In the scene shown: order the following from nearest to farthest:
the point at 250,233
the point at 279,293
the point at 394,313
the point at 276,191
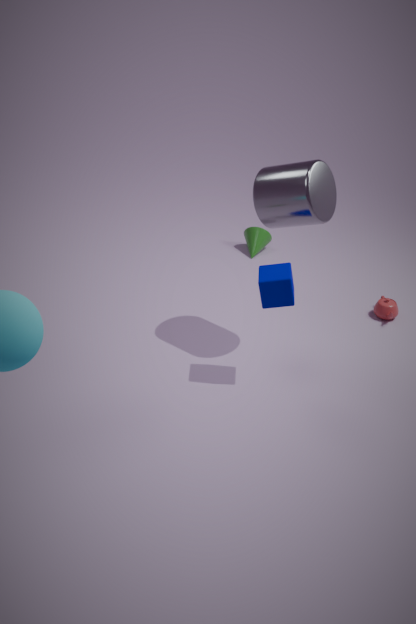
1. the point at 279,293
2. the point at 276,191
3. the point at 394,313
4. the point at 250,233
